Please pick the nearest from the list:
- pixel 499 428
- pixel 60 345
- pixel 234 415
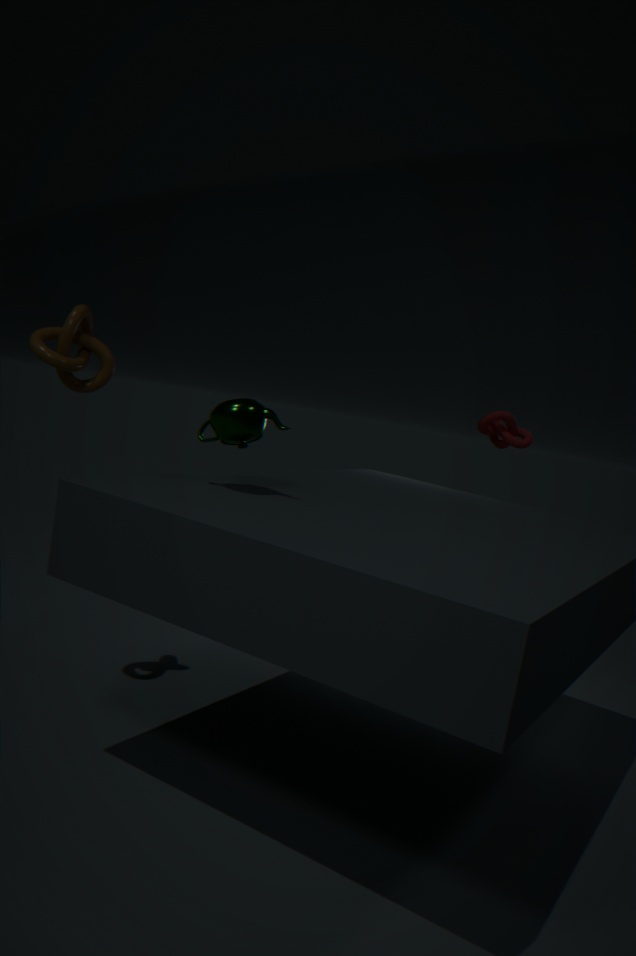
pixel 234 415
